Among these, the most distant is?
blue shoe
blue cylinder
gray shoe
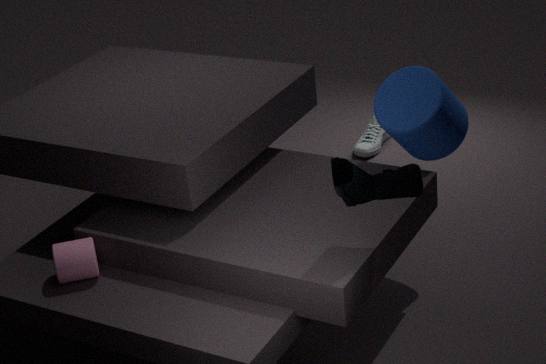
gray shoe
